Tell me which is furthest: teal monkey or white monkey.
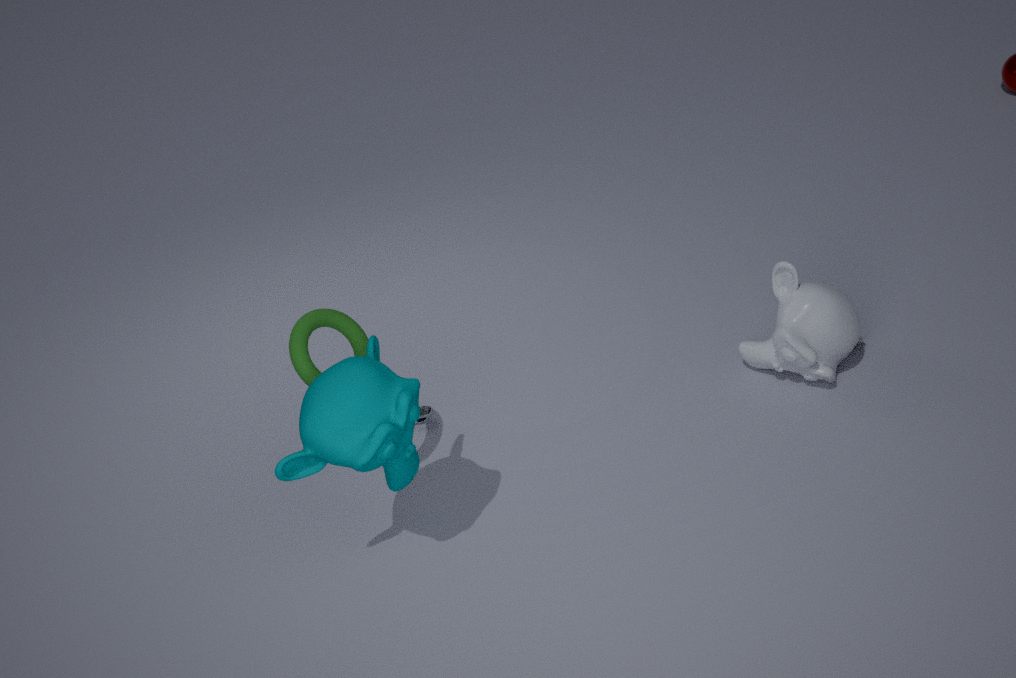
white monkey
